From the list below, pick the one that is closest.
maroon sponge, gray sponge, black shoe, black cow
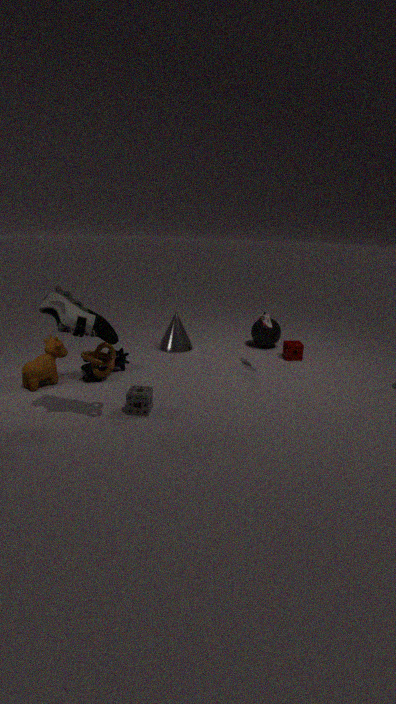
black shoe
